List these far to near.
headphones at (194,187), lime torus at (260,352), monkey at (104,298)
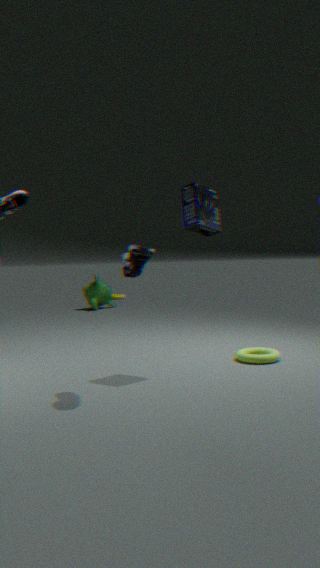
1. monkey at (104,298)
2. lime torus at (260,352)
3. headphones at (194,187)
